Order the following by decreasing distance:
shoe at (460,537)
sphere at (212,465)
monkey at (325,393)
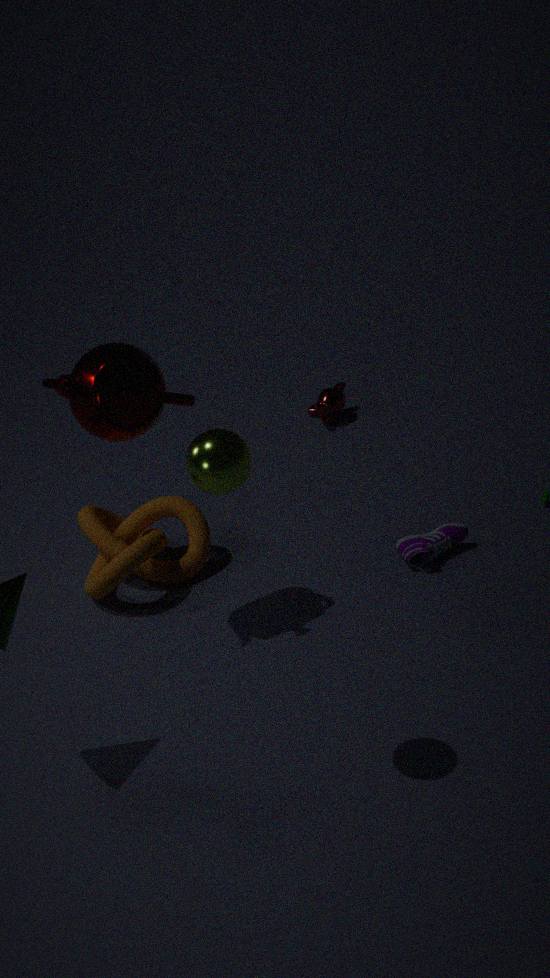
1. monkey at (325,393)
2. shoe at (460,537)
3. sphere at (212,465)
